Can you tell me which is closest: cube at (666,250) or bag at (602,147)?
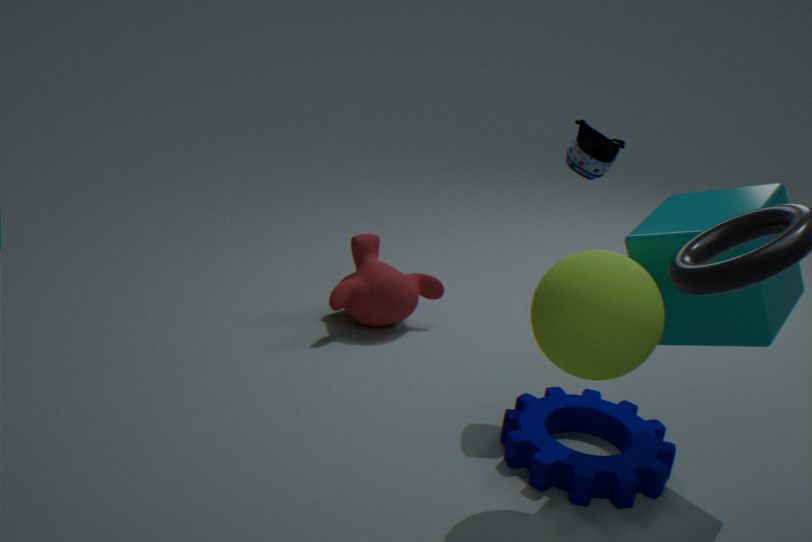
cube at (666,250)
